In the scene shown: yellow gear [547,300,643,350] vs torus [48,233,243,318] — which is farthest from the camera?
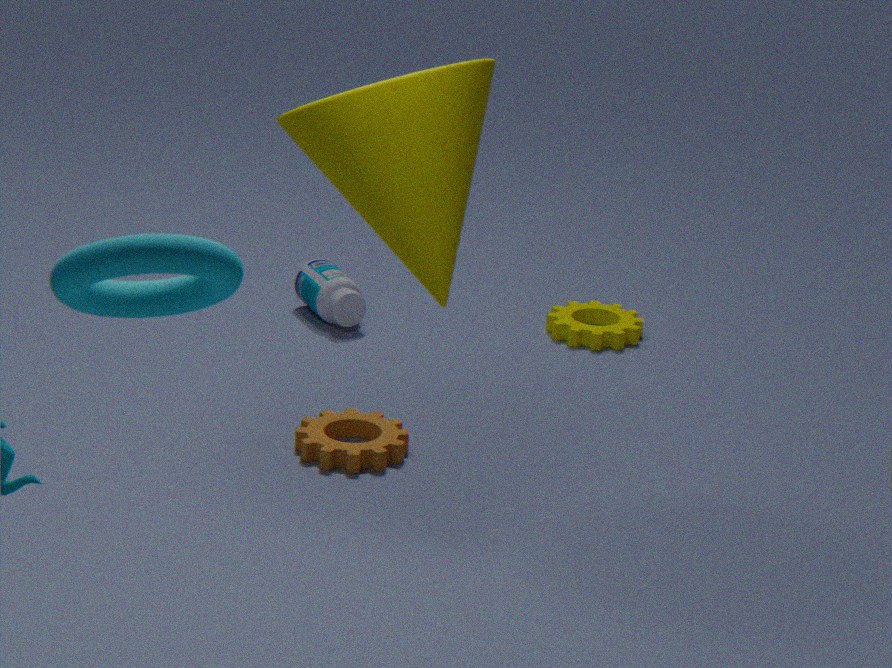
yellow gear [547,300,643,350]
